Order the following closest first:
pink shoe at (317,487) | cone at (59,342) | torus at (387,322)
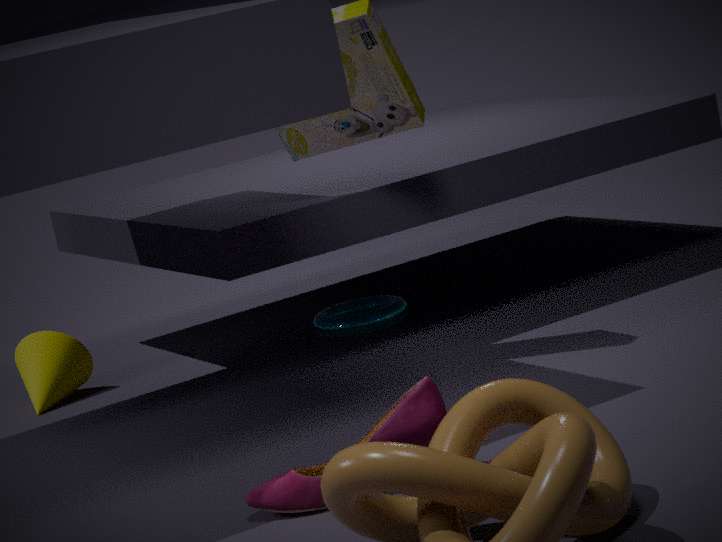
1. pink shoe at (317,487)
2. cone at (59,342)
3. torus at (387,322)
